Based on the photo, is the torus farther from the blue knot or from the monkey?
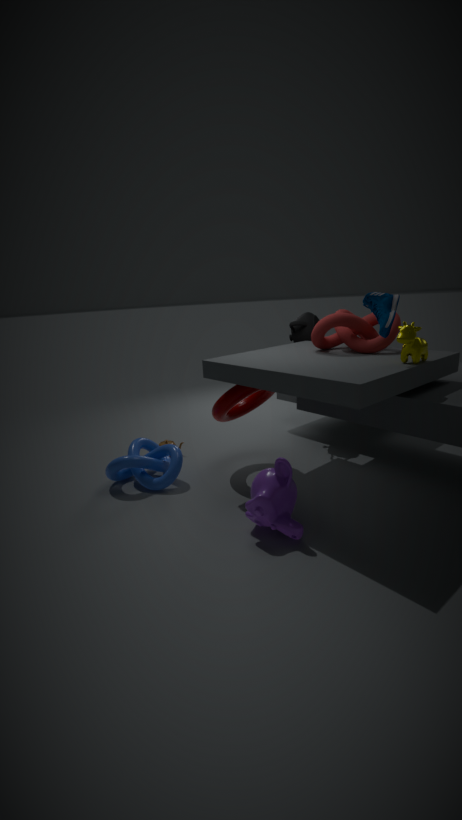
the monkey
